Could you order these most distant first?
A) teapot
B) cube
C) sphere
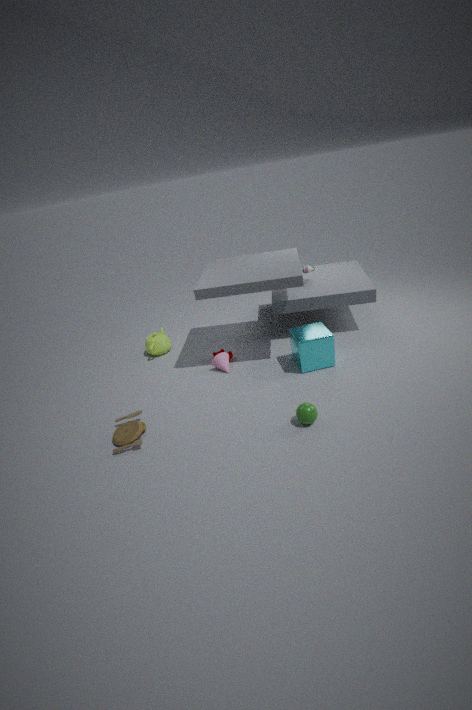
teapot
cube
sphere
